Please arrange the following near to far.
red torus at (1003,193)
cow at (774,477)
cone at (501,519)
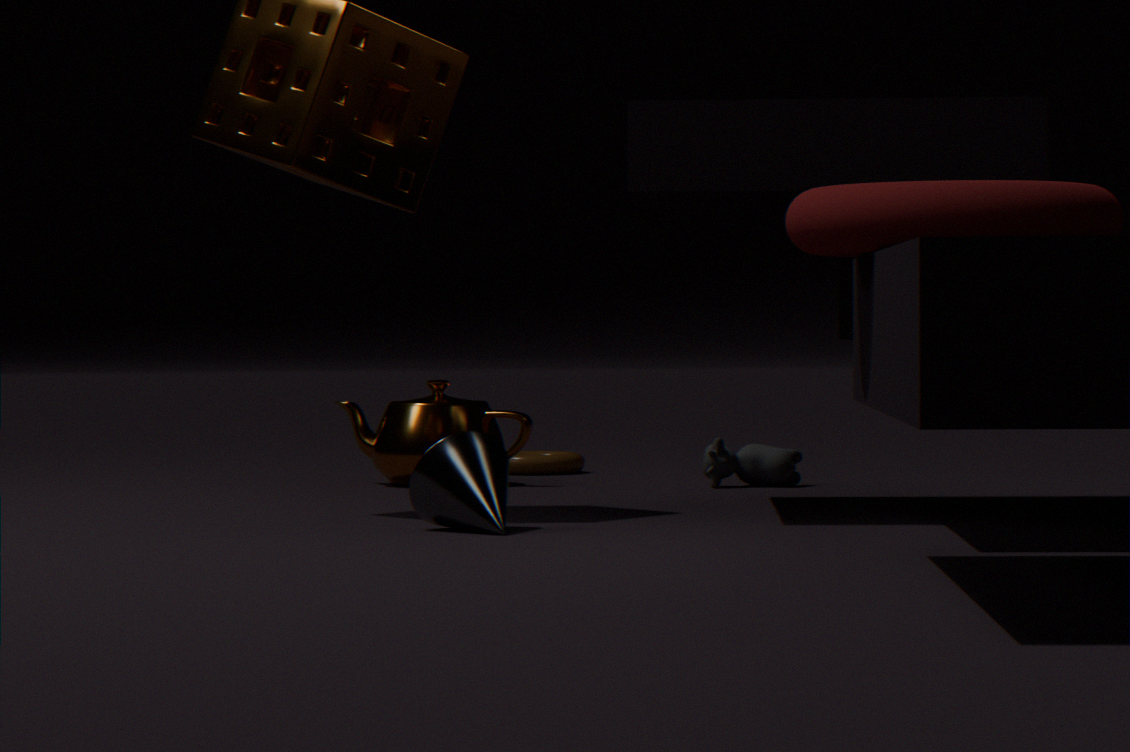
red torus at (1003,193)
cone at (501,519)
cow at (774,477)
